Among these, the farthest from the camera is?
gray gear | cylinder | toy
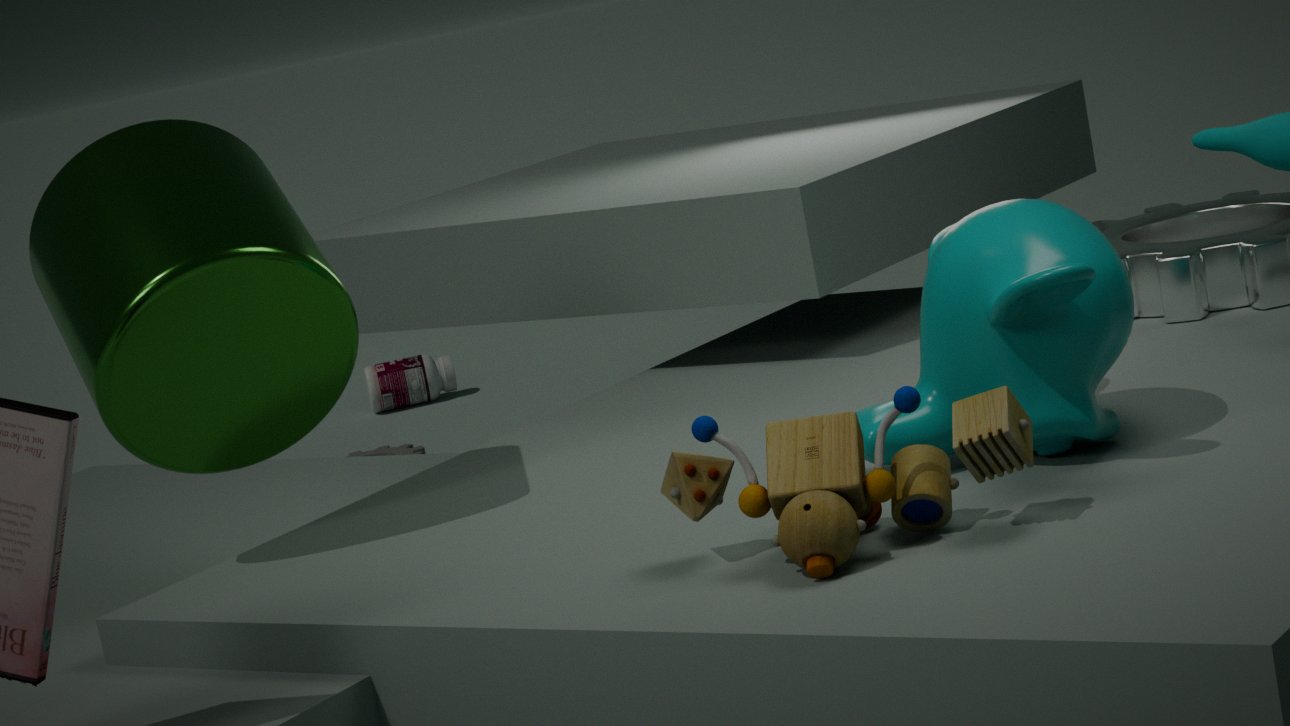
gray gear
